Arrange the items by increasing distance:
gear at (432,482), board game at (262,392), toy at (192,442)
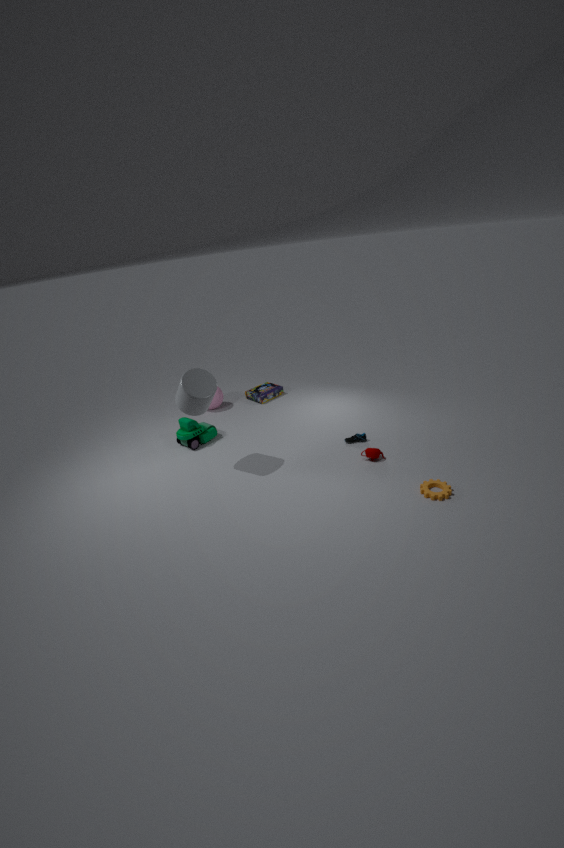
gear at (432,482) → toy at (192,442) → board game at (262,392)
